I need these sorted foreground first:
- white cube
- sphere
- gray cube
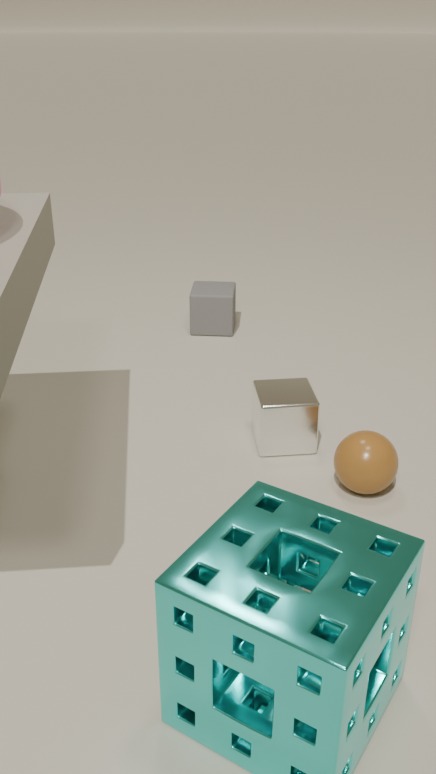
sphere < white cube < gray cube
